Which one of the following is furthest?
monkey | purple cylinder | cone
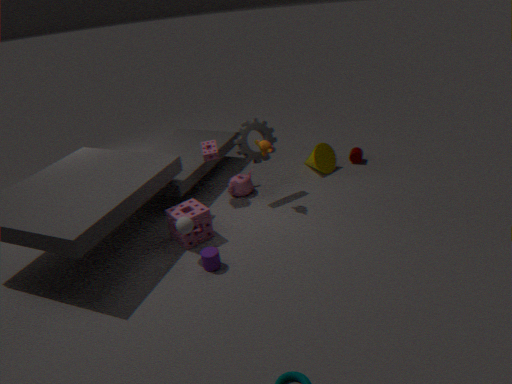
cone
